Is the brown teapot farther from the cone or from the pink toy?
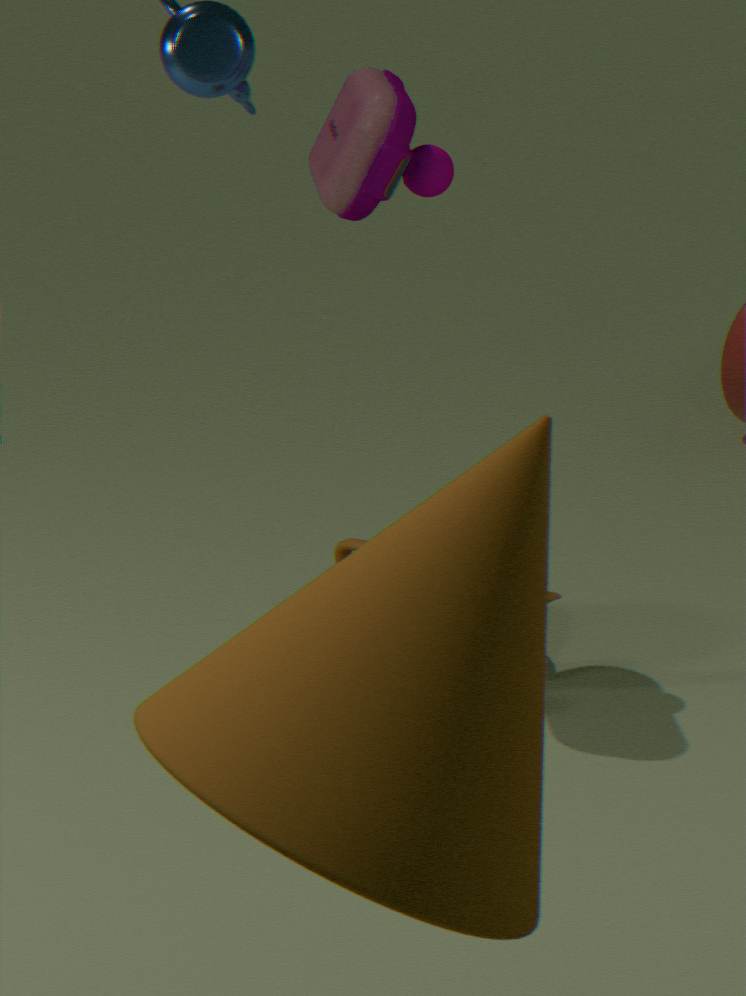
the cone
